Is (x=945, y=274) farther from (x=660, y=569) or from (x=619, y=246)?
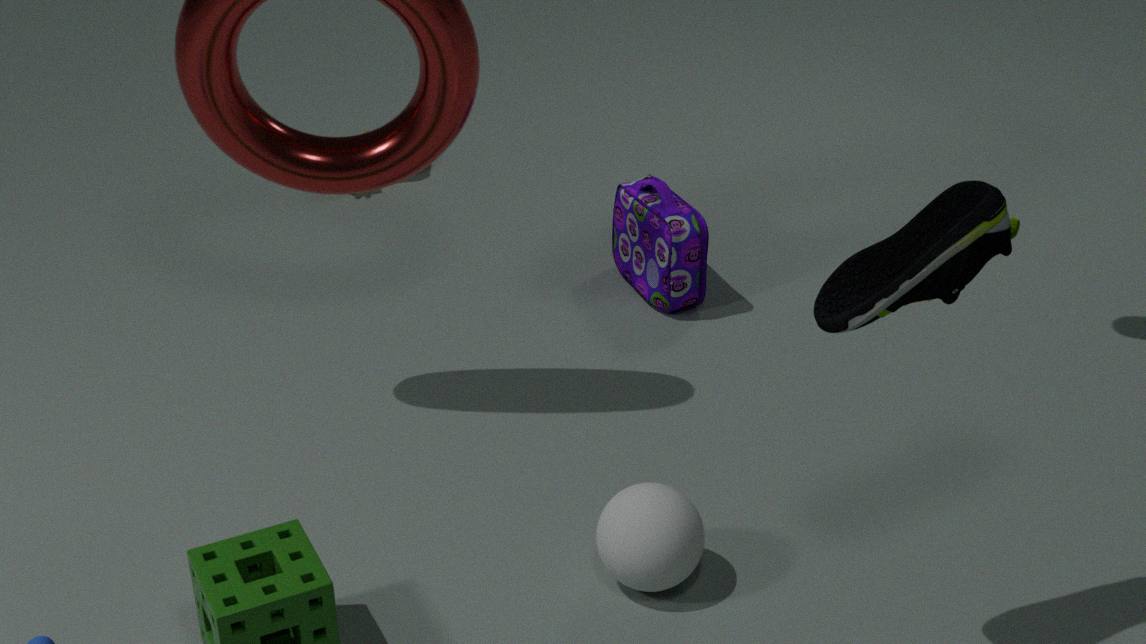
(x=619, y=246)
